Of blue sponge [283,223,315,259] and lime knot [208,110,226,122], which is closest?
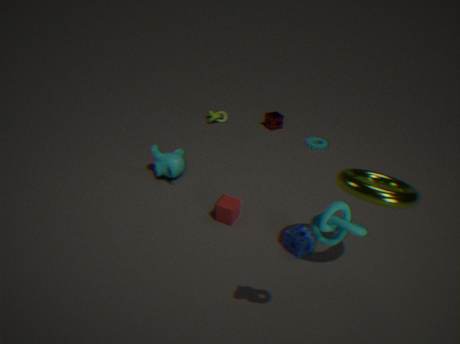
blue sponge [283,223,315,259]
